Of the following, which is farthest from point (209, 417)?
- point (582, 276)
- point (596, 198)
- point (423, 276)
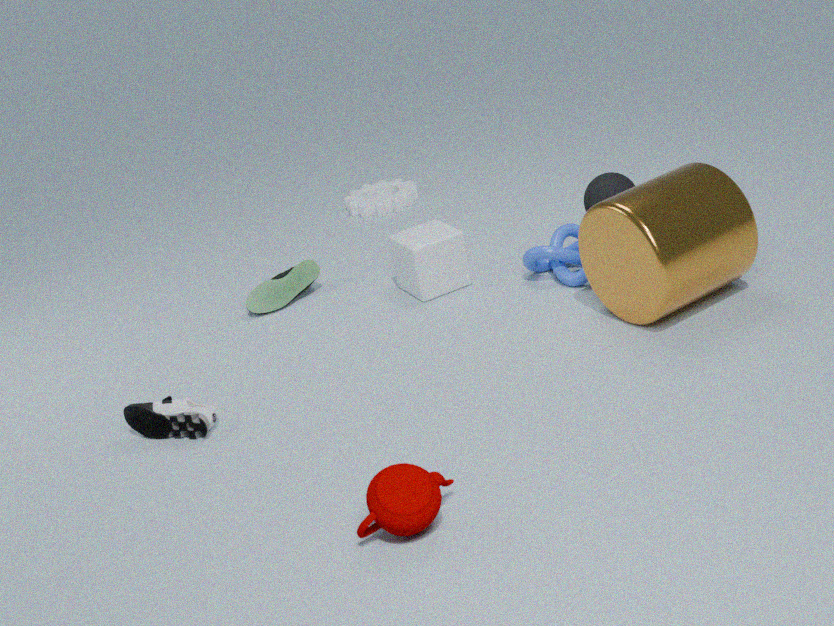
point (596, 198)
